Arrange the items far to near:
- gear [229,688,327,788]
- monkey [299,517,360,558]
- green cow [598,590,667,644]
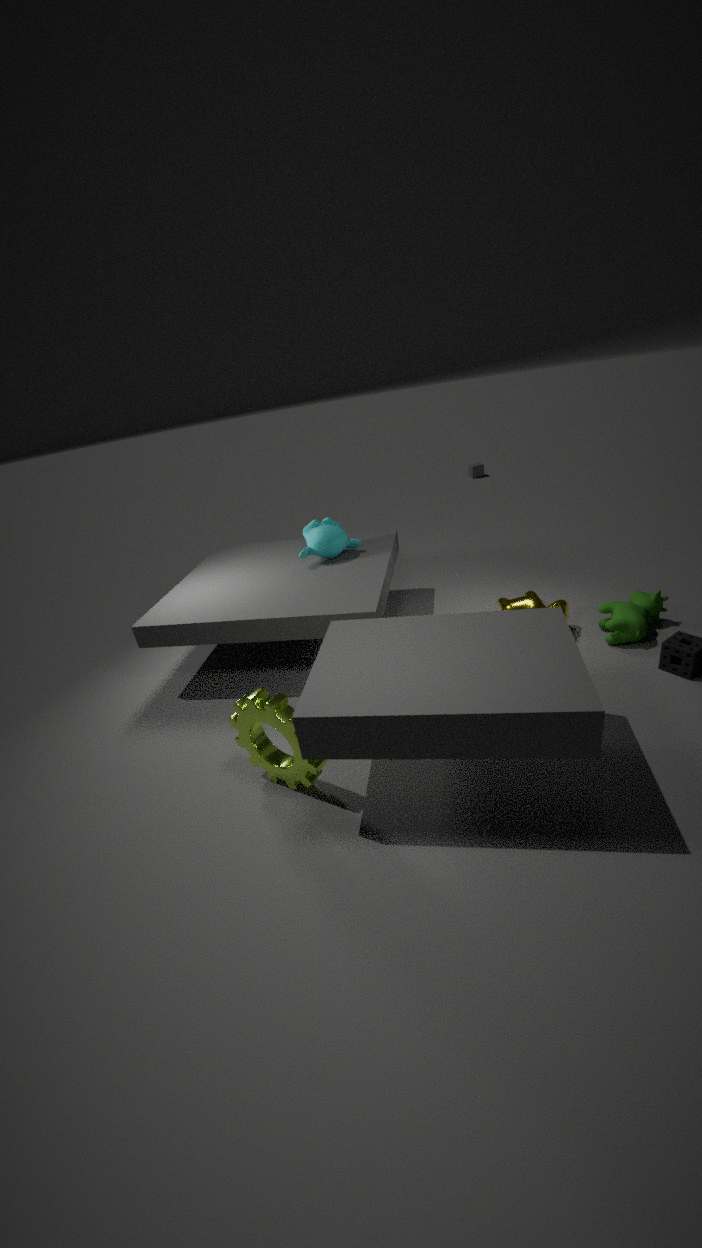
monkey [299,517,360,558]
green cow [598,590,667,644]
gear [229,688,327,788]
